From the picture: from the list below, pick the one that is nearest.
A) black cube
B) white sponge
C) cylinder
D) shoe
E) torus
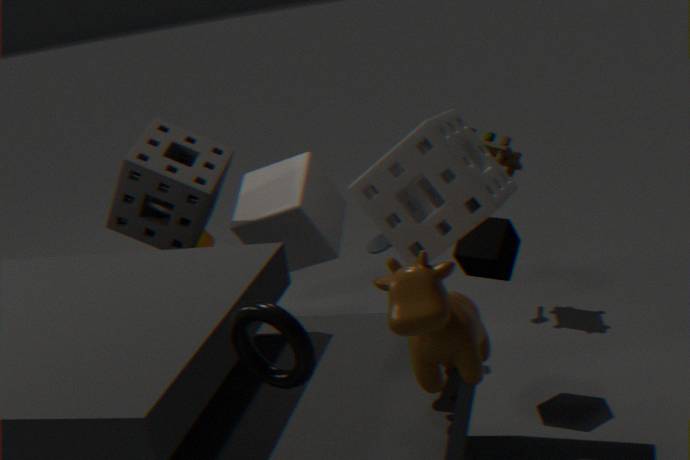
torus
